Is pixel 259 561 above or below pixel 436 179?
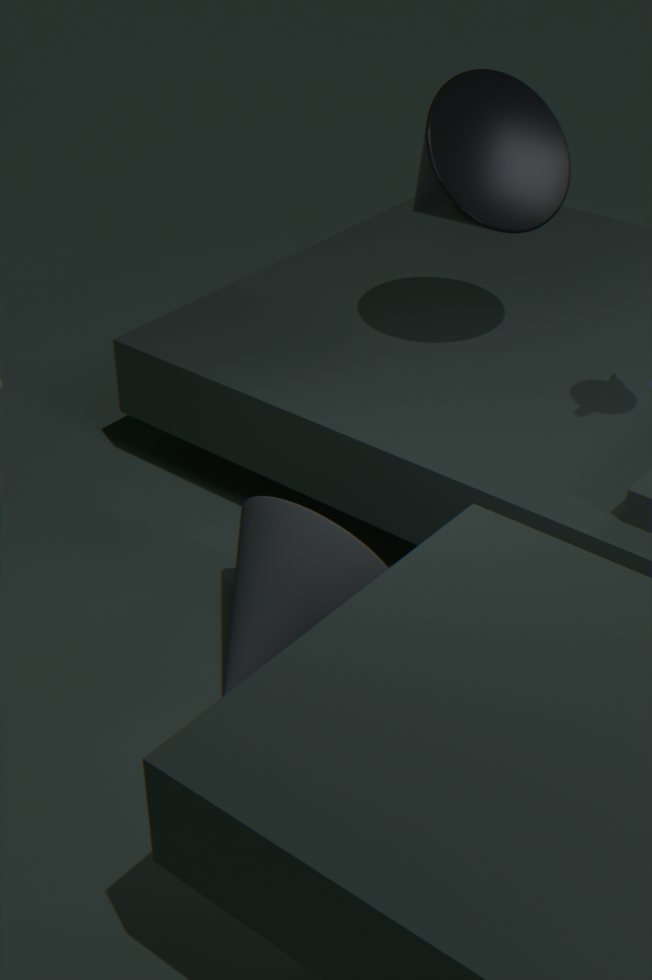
below
